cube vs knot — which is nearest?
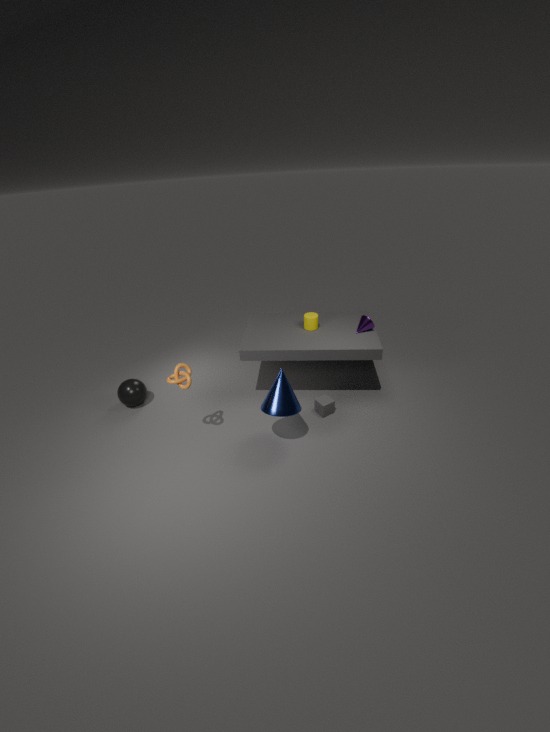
knot
